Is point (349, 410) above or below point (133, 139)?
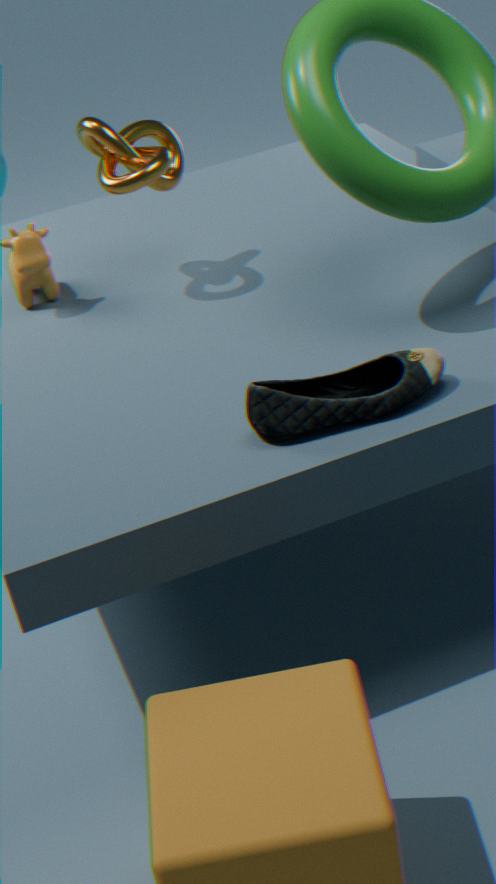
below
